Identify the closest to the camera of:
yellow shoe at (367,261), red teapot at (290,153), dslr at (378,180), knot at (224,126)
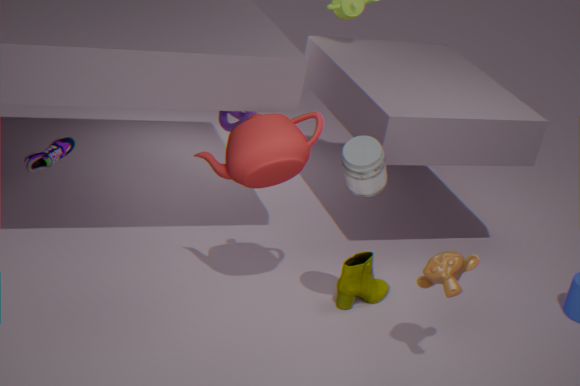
dslr at (378,180)
